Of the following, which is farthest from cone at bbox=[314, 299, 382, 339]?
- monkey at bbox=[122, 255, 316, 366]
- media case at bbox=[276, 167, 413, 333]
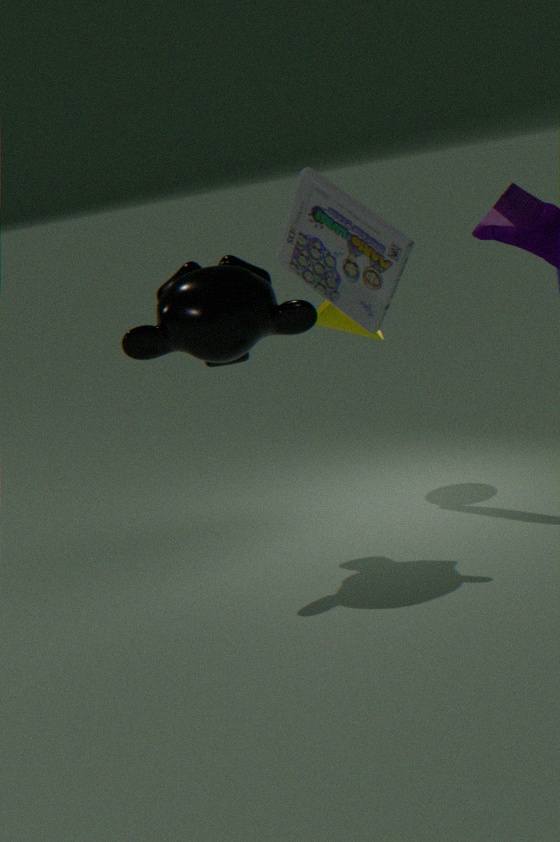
monkey at bbox=[122, 255, 316, 366]
